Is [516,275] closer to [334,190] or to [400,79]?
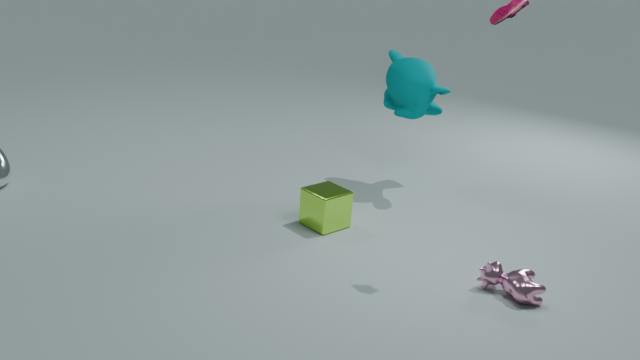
[334,190]
